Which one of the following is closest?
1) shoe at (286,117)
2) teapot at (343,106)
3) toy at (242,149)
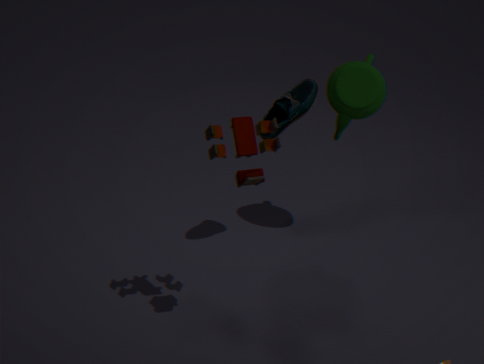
3. toy at (242,149)
